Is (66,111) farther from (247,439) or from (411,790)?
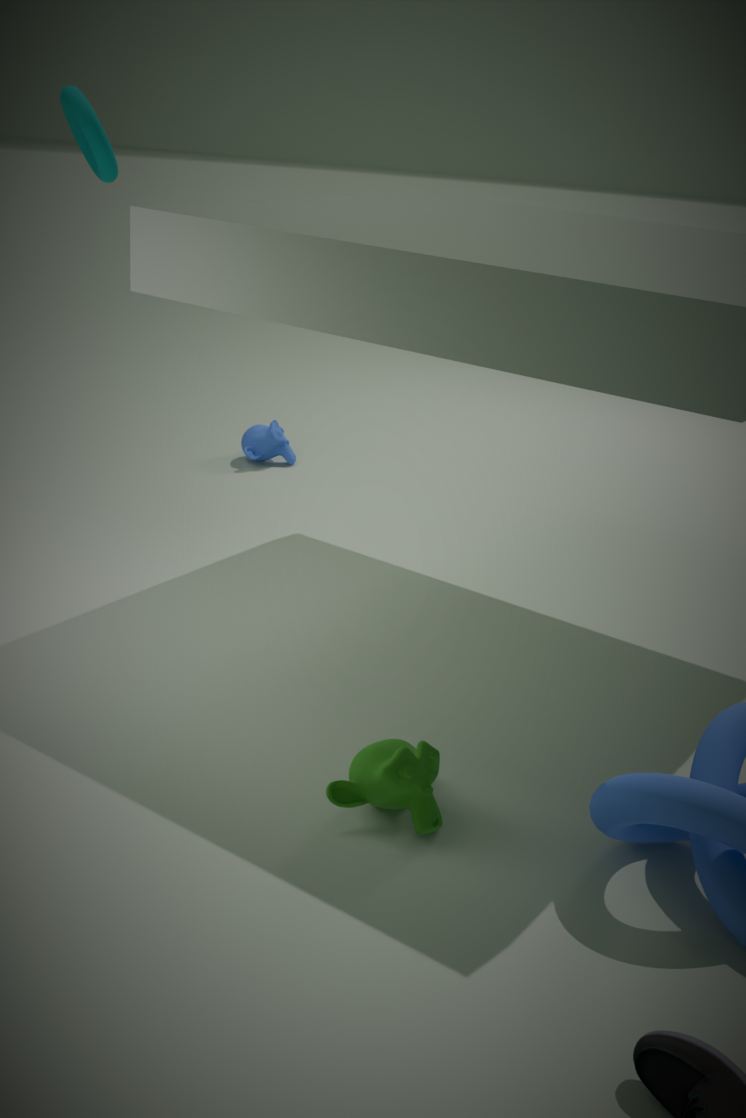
(411,790)
